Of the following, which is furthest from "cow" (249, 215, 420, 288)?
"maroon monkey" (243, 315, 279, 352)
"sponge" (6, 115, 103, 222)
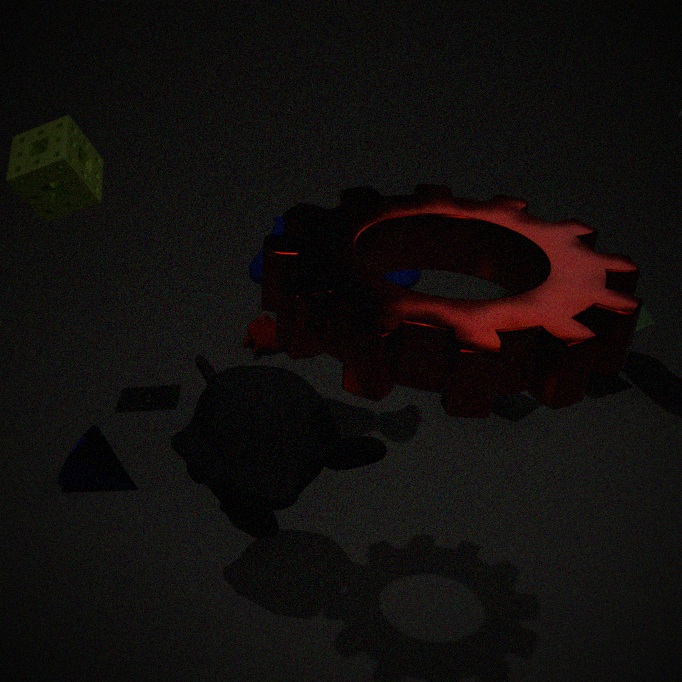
"maroon monkey" (243, 315, 279, 352)
